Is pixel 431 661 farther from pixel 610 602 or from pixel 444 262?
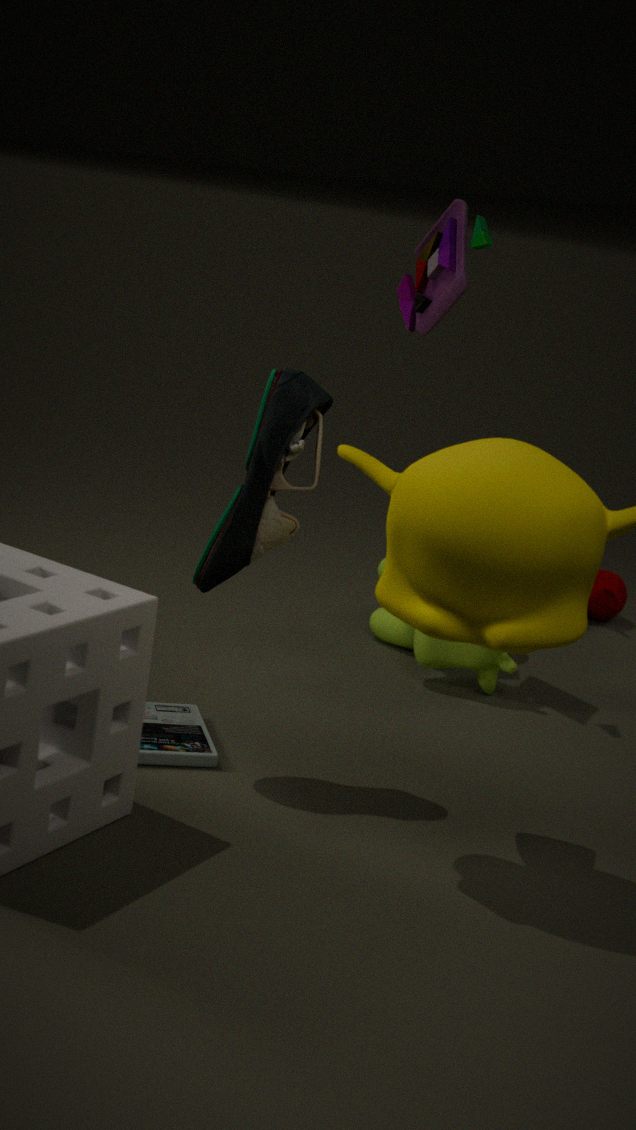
pixel 444 262
